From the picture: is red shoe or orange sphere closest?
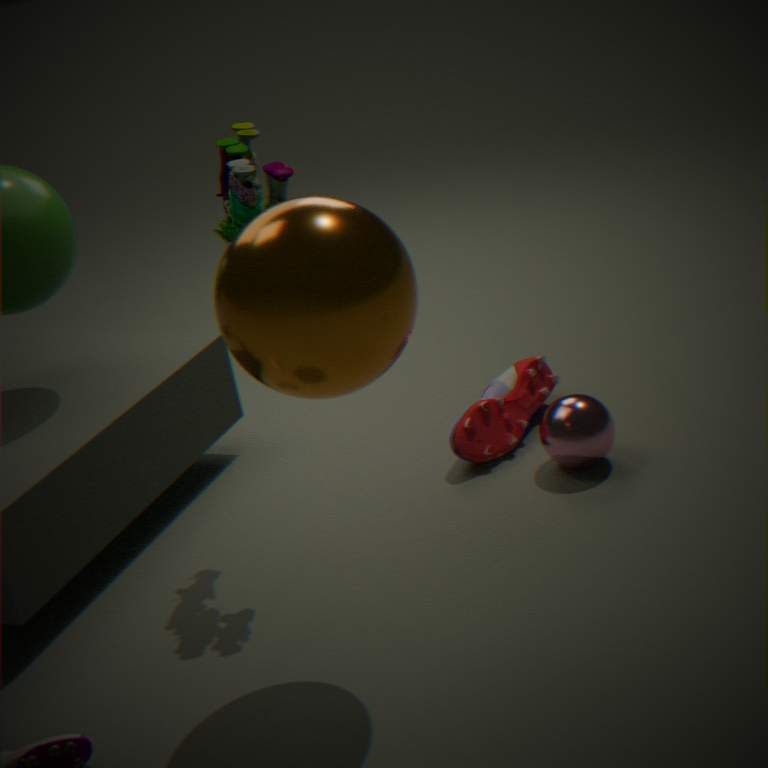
orange sphere
